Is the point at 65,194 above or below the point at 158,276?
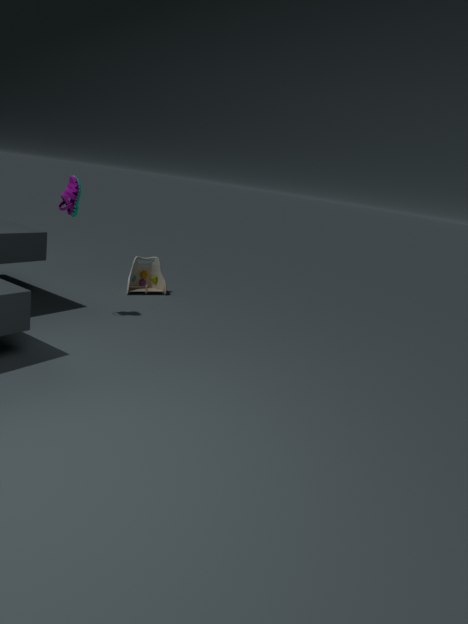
above
